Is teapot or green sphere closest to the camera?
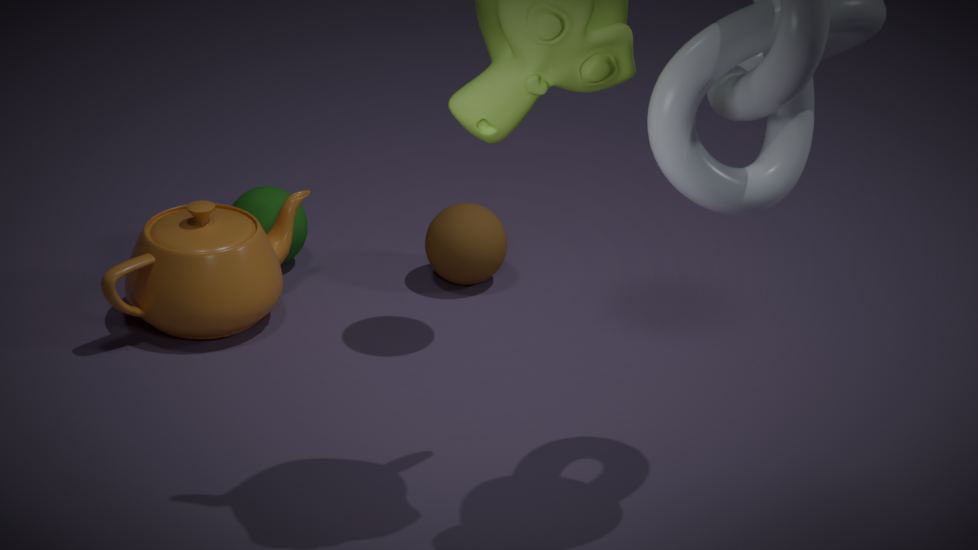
teapot
